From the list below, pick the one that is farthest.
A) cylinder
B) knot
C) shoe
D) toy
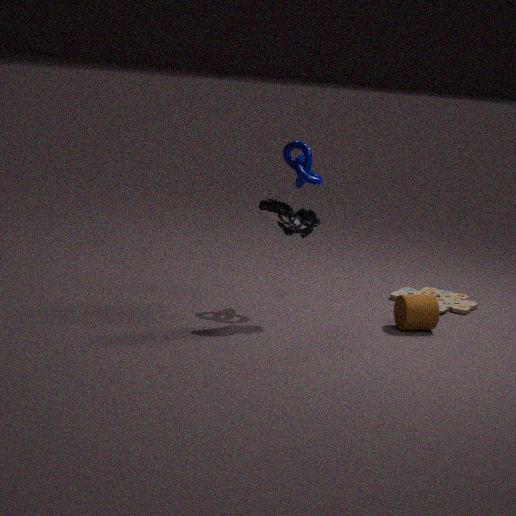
toy
